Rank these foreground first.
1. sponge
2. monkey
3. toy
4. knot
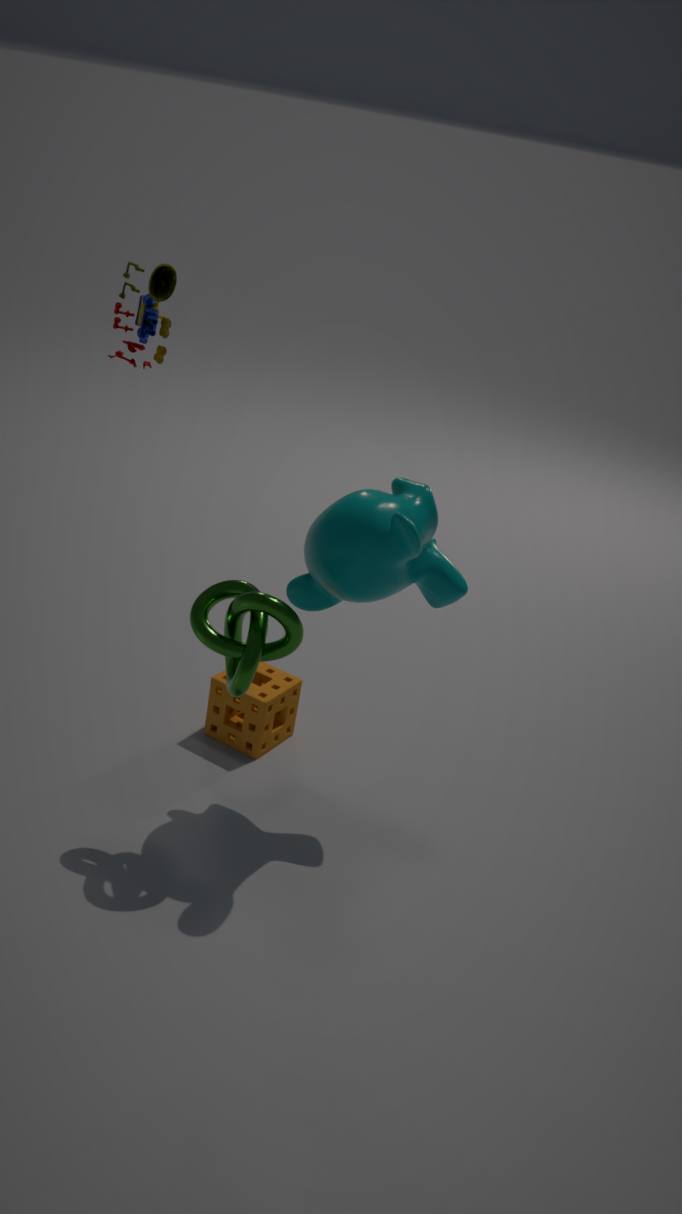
knot
monkey
toy
sponge
